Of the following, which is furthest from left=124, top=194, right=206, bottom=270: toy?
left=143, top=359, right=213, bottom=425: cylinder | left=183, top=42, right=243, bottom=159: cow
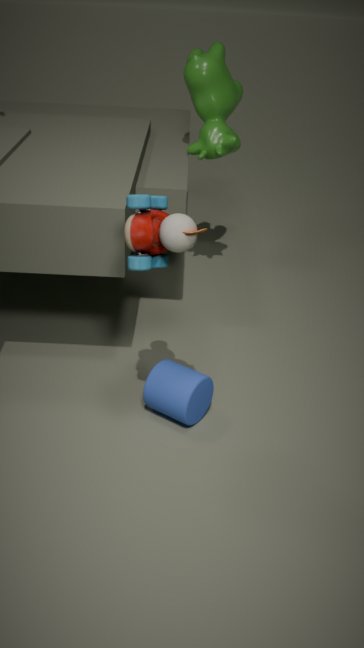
left=183, top=42, right=243, bottom=159: cow
